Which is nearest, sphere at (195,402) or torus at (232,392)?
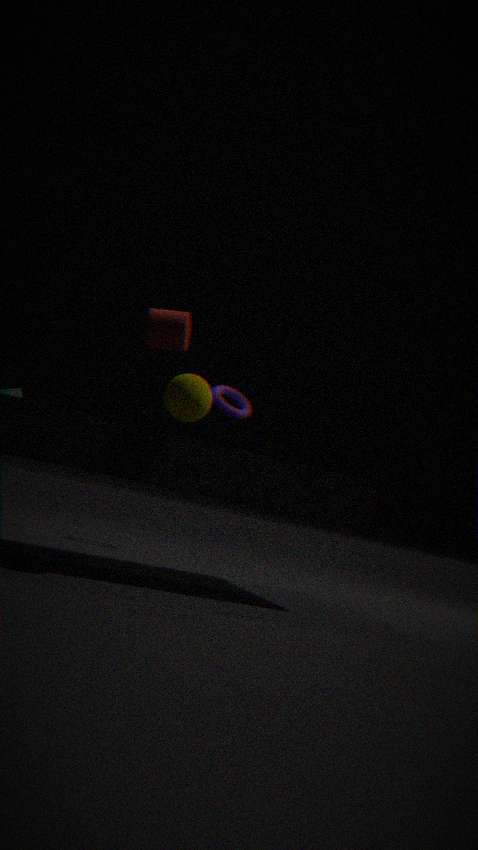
sphere at (195,402)
